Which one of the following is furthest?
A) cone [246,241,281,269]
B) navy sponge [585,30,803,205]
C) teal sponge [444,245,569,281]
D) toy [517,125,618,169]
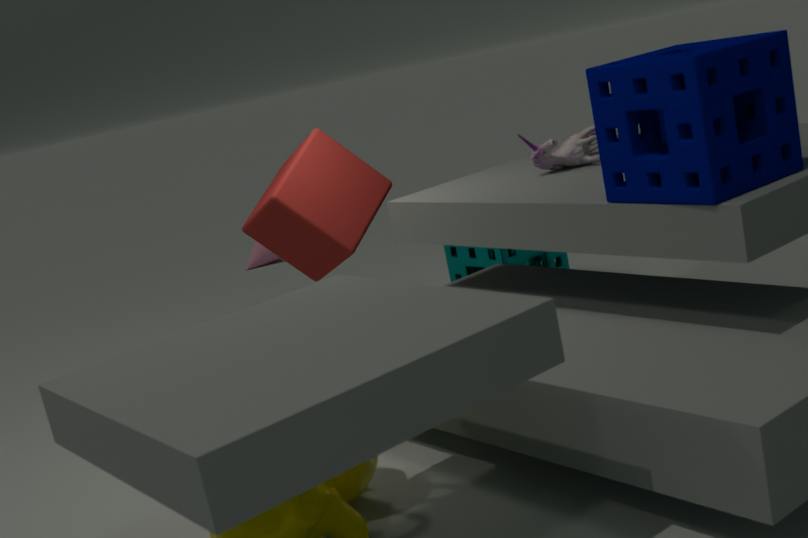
cone [246,241,281,269]
